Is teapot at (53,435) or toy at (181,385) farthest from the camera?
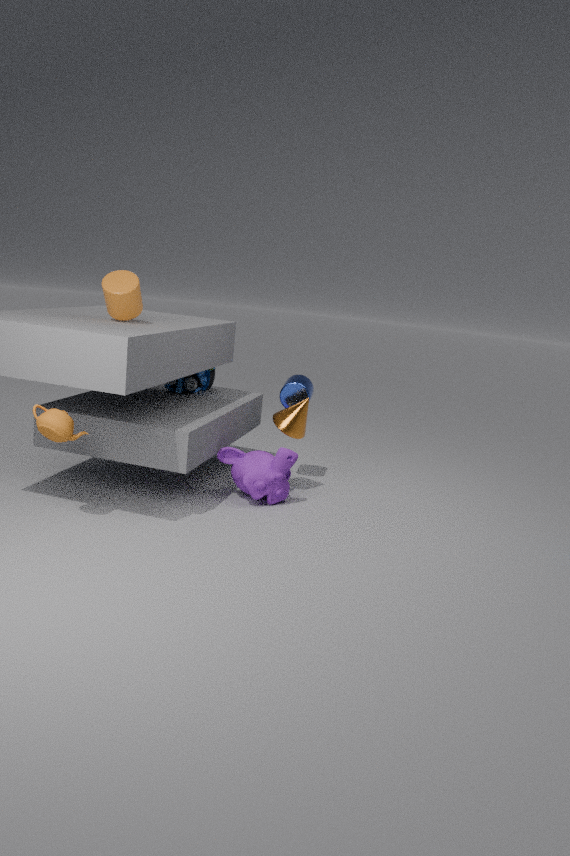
toy at (181,385)
